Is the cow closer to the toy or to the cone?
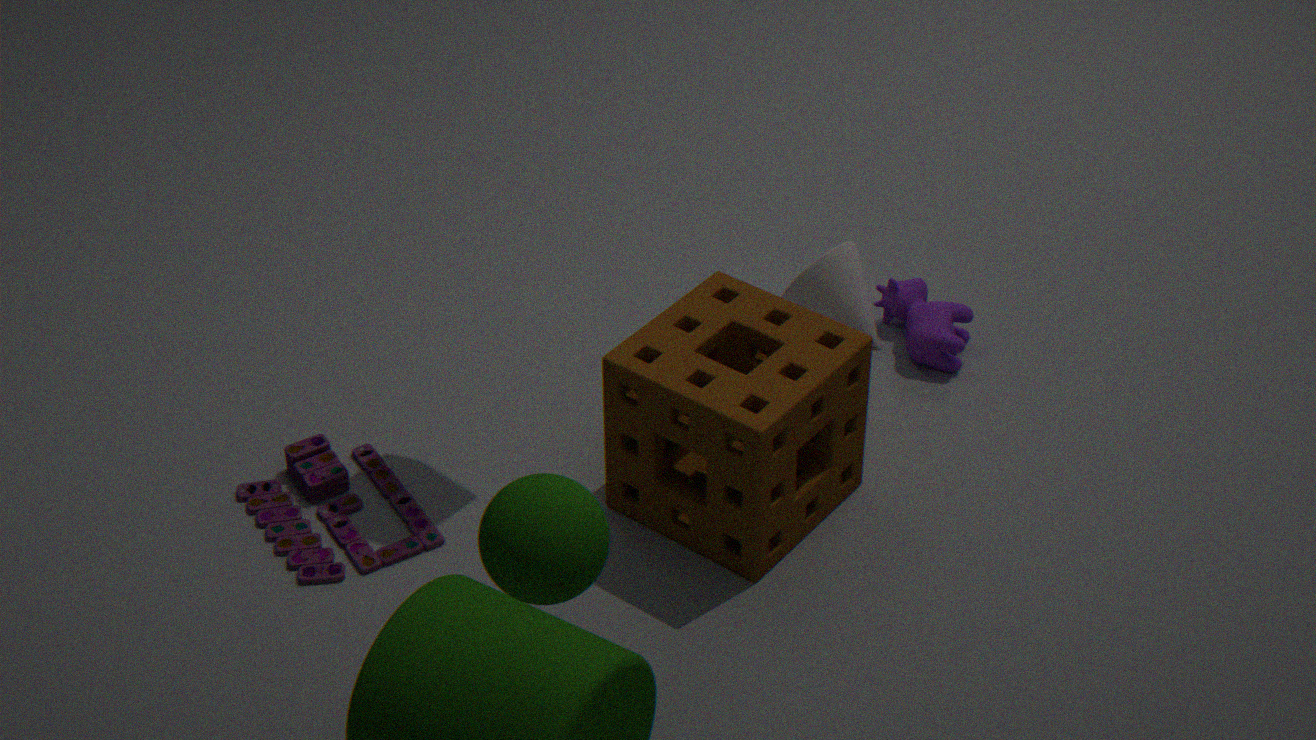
the cone
